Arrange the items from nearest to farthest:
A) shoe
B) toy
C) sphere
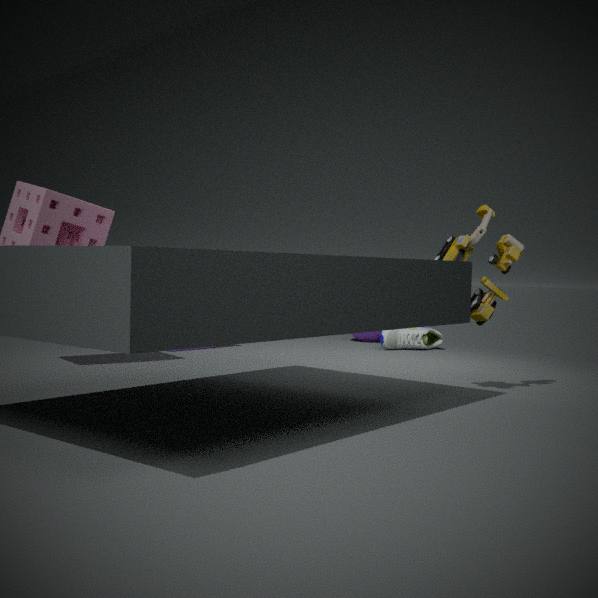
toy, shoe, sphere
